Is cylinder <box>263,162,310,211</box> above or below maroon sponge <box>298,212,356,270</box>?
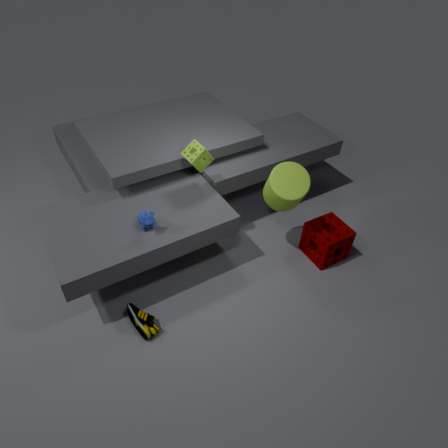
above
